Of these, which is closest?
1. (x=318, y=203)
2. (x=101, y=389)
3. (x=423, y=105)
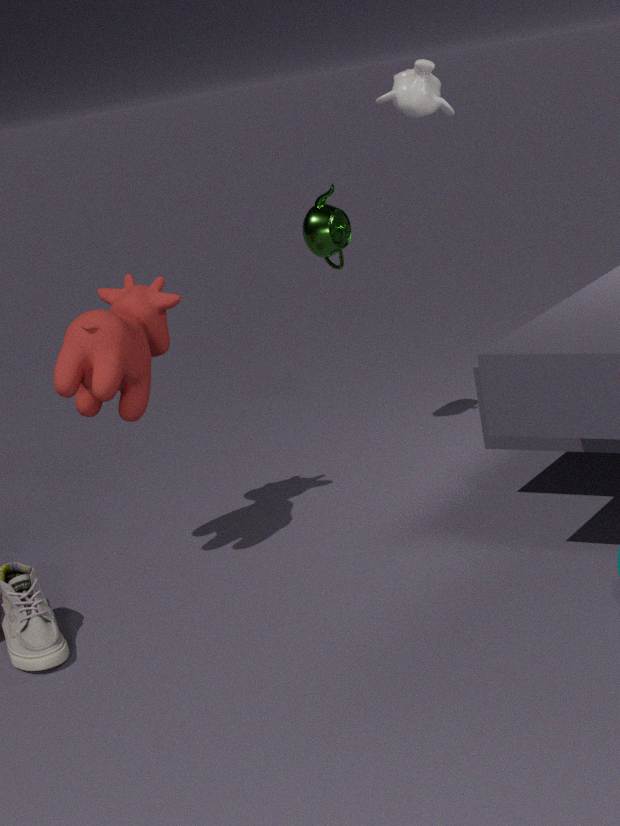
(x=101, y=389)
